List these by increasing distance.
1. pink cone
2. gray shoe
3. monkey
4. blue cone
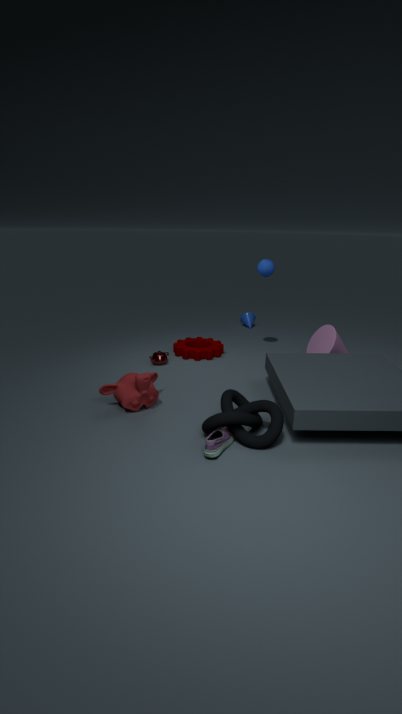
gray shoe
monkey
pink cone
blue cone
